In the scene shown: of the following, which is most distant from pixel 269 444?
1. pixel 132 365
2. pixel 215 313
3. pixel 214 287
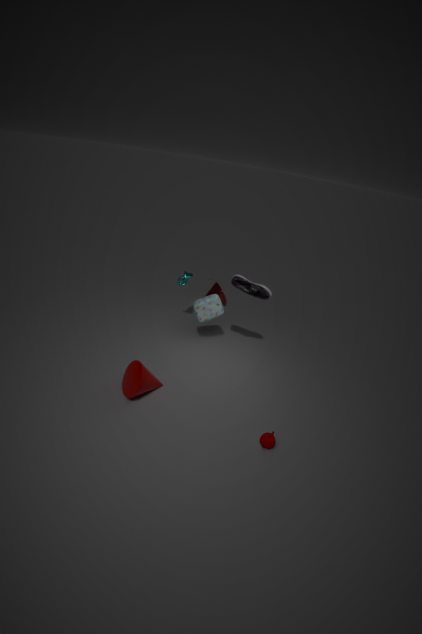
pixel 214 287
